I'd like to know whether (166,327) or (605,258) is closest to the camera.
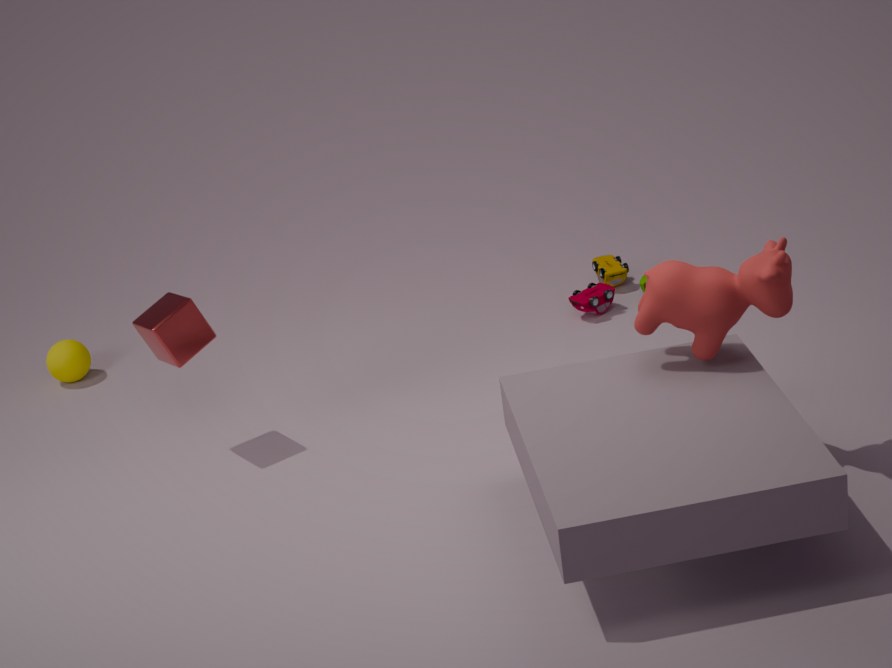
(166,327)
